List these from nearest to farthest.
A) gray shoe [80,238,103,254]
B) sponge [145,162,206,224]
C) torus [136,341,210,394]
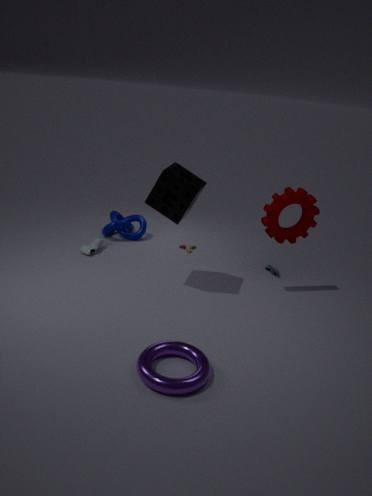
torus [136,341,210,394] → sponge [145,162,206,224] → gray shoe [80,238,103,254]
